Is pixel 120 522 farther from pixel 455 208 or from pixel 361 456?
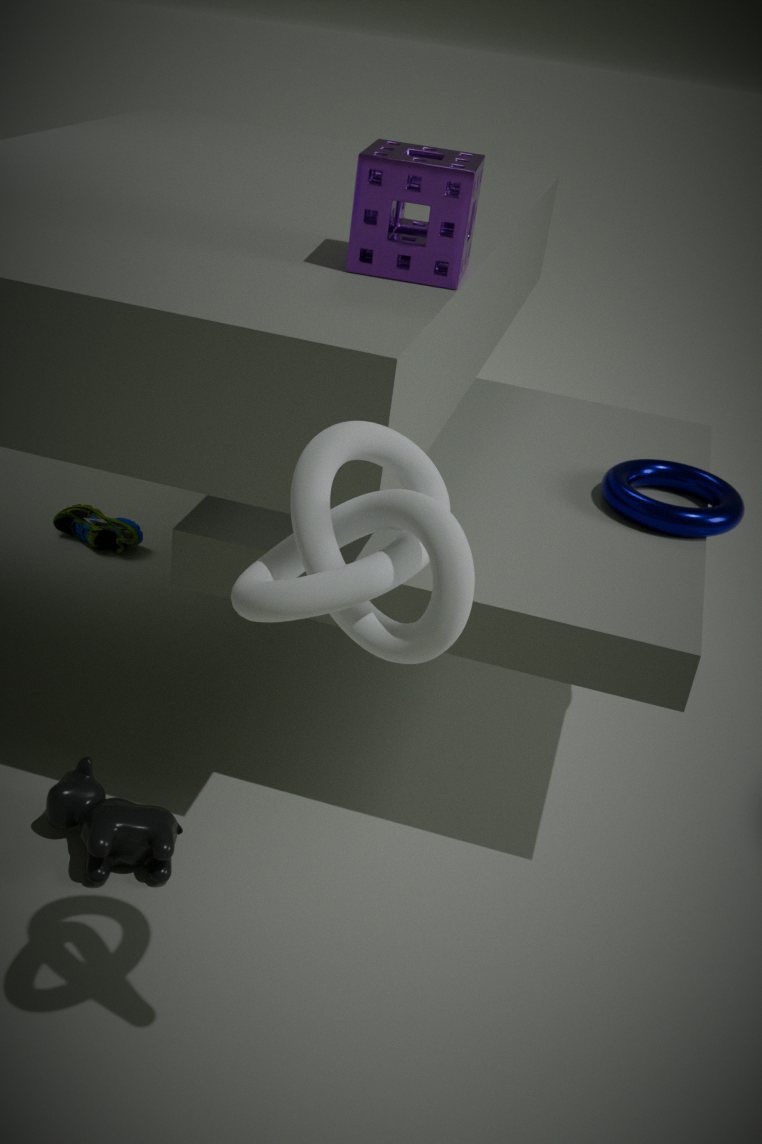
pixel 361 456
